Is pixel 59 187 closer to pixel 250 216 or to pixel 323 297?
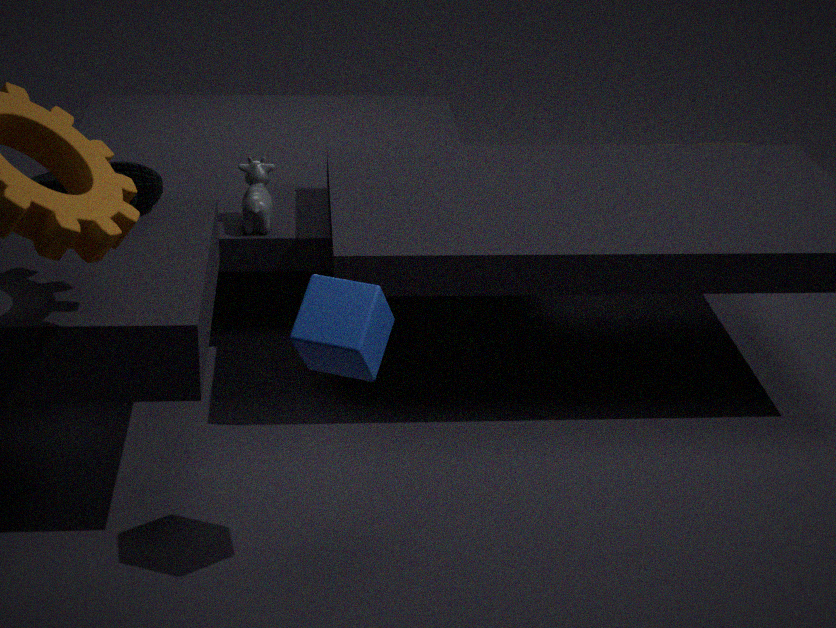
pixel 250 216
